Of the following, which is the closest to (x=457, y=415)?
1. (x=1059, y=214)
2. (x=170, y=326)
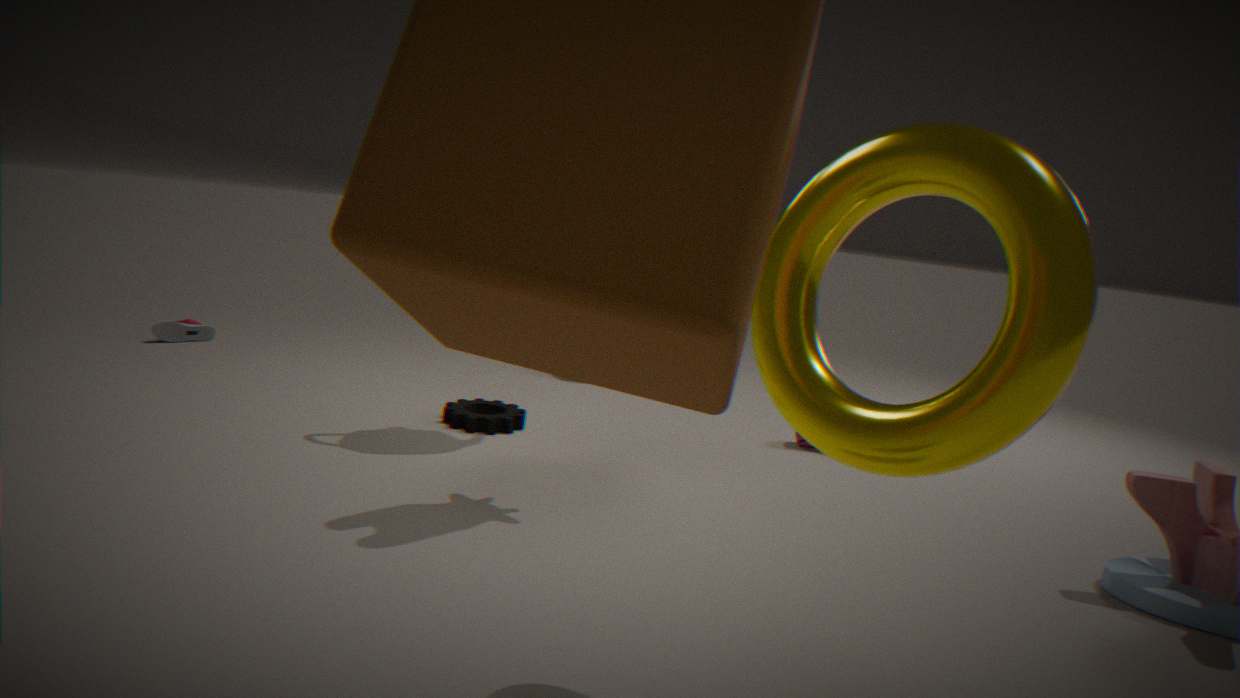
(x=170, y=326)
